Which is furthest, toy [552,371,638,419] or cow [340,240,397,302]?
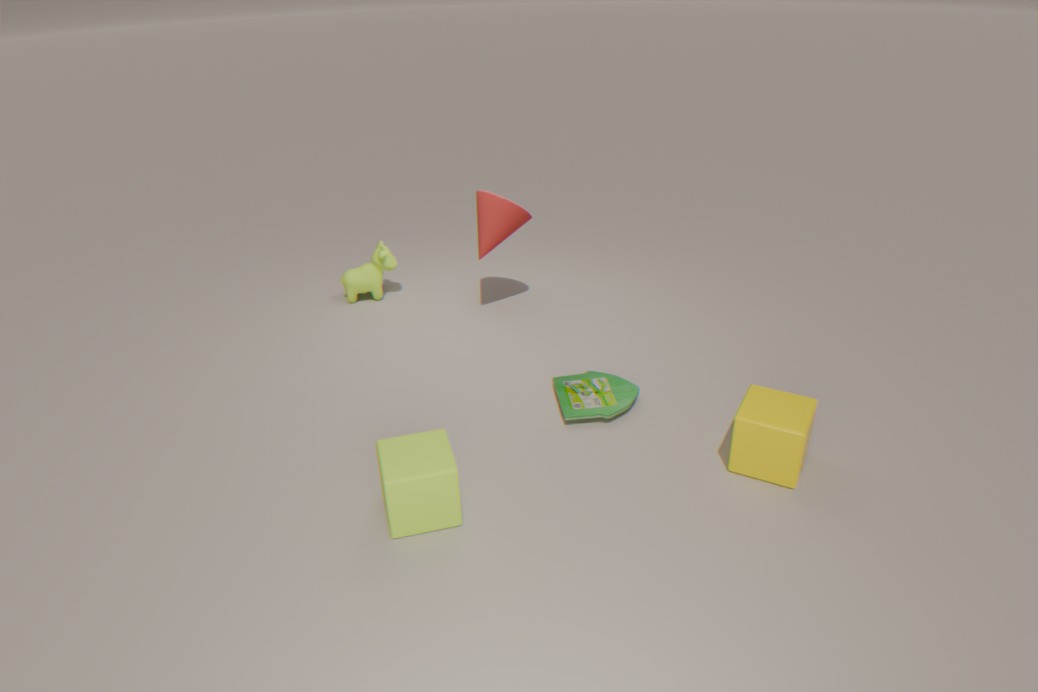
cow [340,240,397,302]
